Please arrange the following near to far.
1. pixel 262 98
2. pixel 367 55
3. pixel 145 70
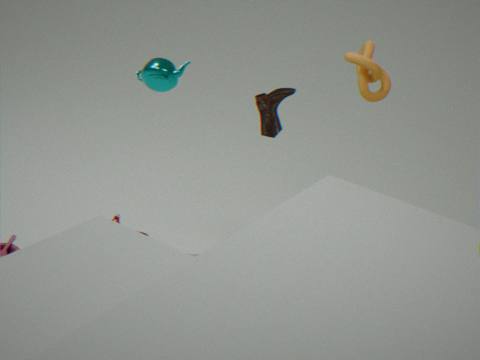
pixel 262 98 < pixel 367 55 < pixel 145 70
